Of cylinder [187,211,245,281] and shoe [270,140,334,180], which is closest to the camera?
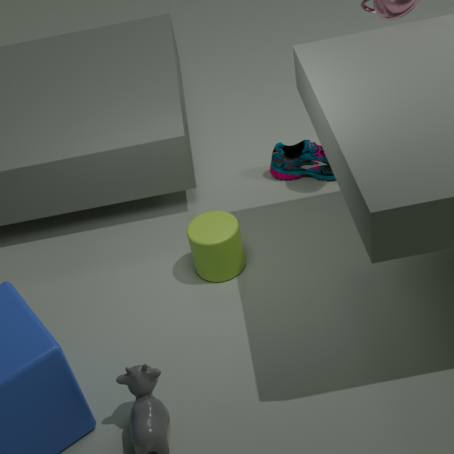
cylinder [187,211,245,281]
